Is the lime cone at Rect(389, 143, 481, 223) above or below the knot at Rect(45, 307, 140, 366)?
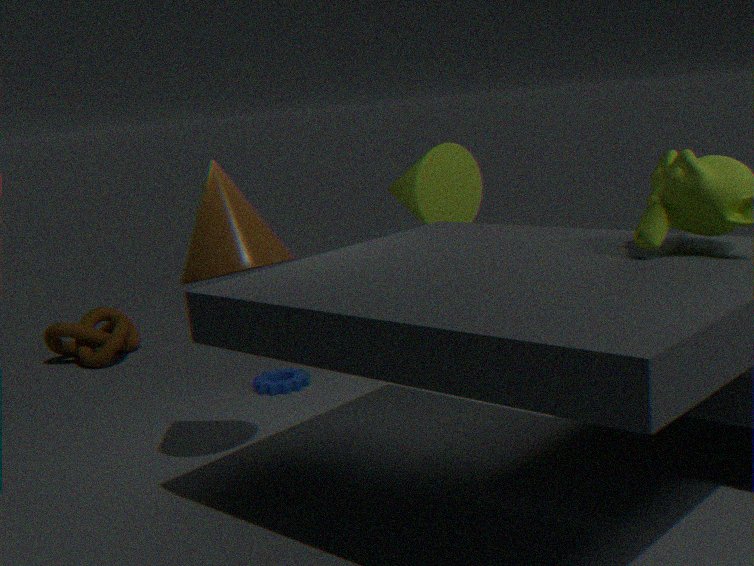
above
